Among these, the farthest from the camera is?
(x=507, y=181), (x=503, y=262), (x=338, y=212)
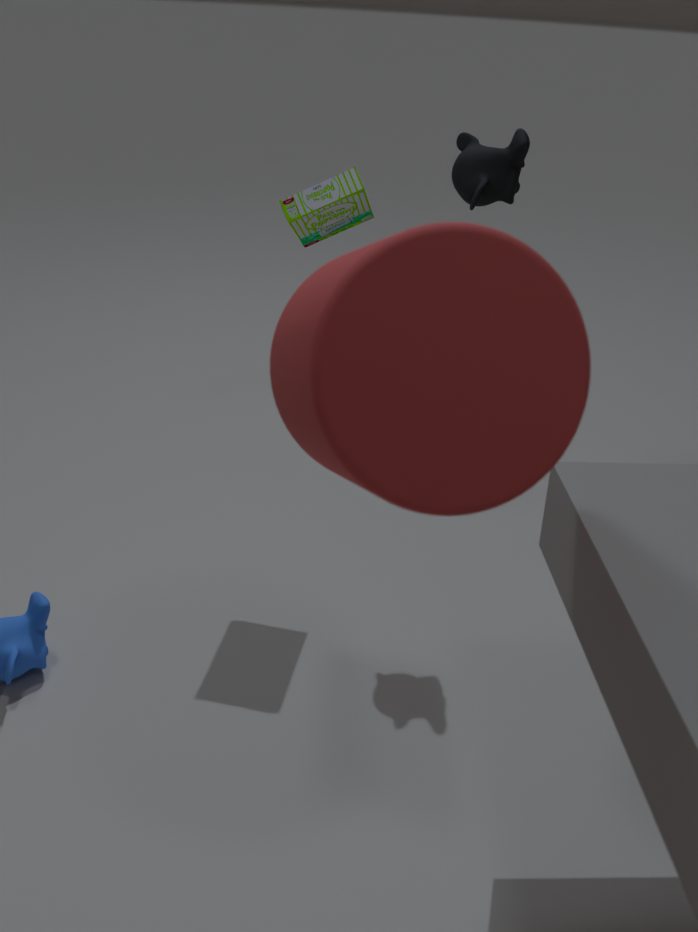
(x=338, y=212)
